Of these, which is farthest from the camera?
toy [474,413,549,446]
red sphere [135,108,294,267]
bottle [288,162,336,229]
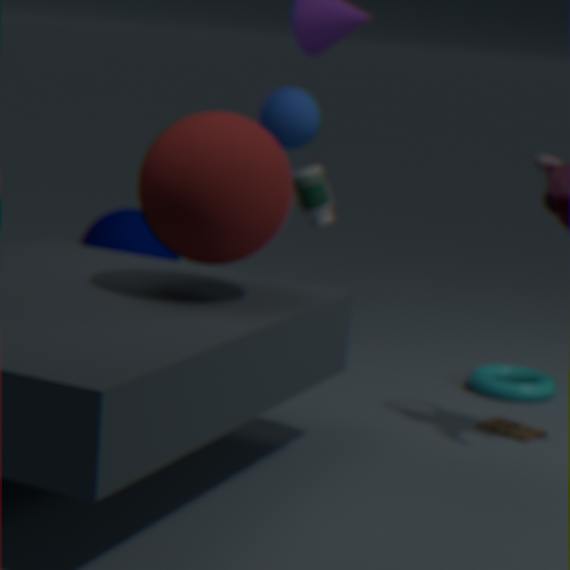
bottle [288,162,336,229]
